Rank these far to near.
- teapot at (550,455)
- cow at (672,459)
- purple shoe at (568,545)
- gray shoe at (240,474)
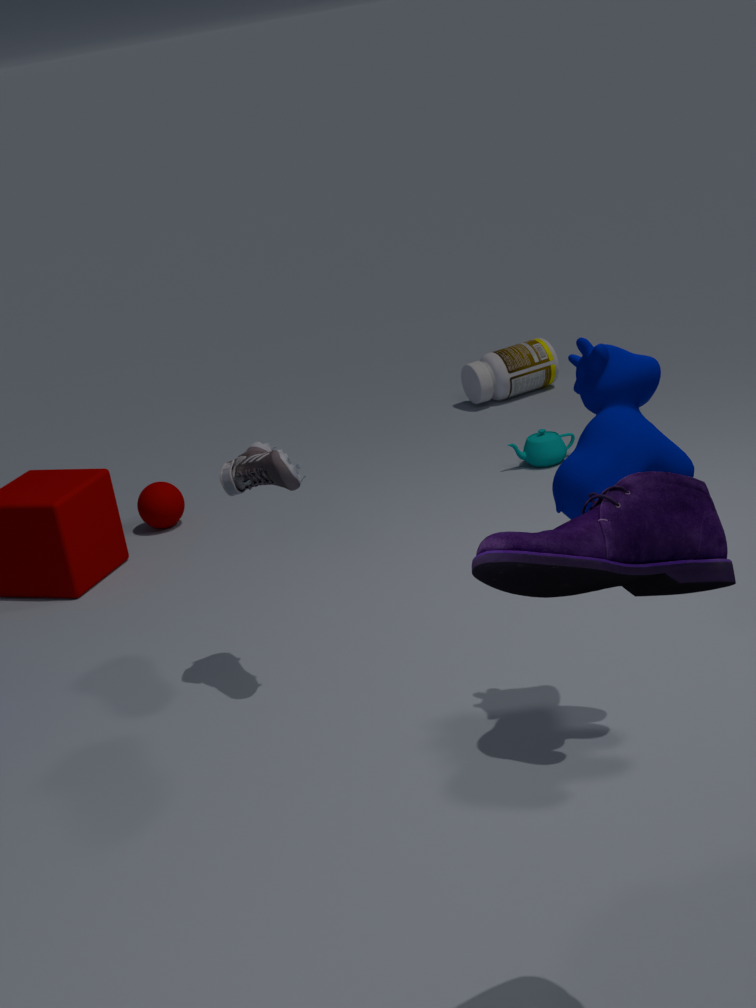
teapot at (550,455) < gray shoe at (240,474) < cow at (672,459) < purple shoe at (568,545)
